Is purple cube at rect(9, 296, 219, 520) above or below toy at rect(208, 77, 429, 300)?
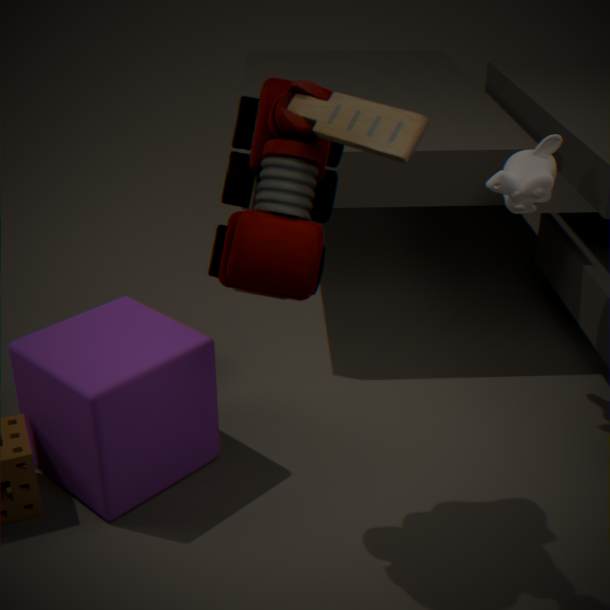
below
